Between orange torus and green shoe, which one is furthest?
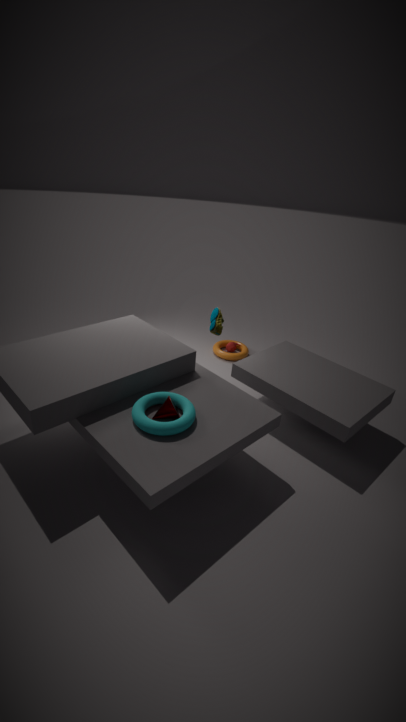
orange torus
